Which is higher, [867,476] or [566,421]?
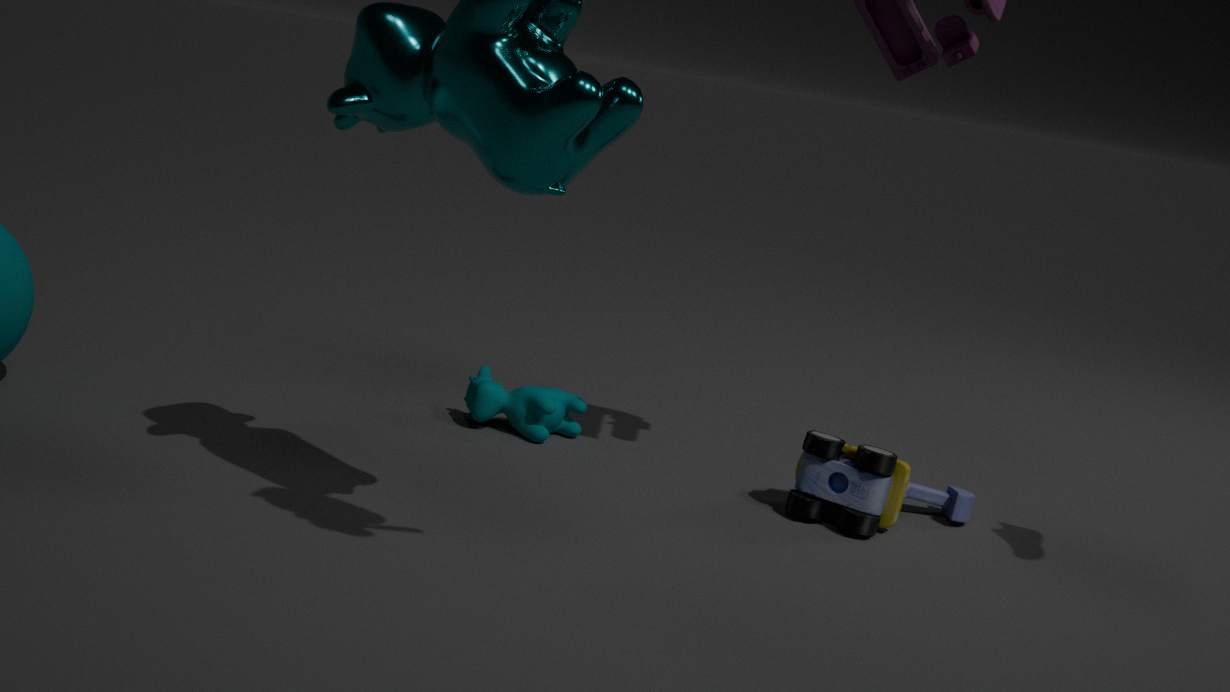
[867,476]
